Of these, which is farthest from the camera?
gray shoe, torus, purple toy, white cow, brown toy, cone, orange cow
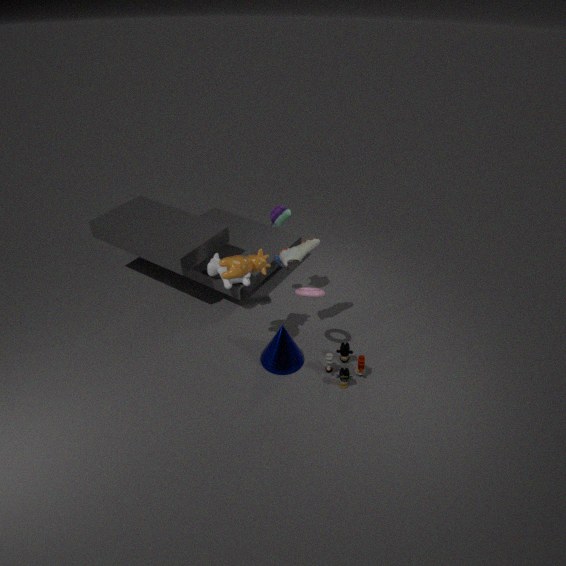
white cow
